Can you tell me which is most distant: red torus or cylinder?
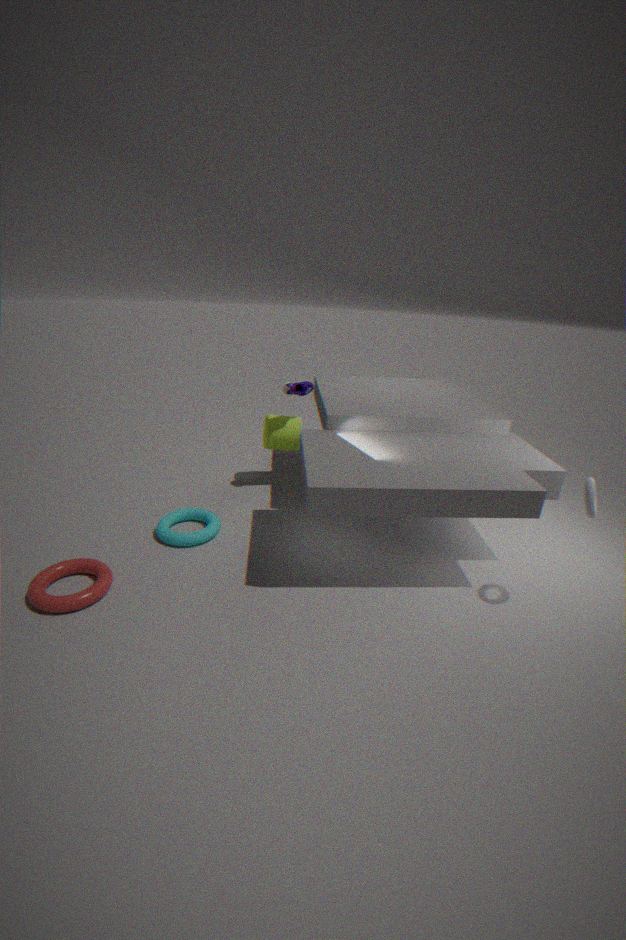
cylinder
